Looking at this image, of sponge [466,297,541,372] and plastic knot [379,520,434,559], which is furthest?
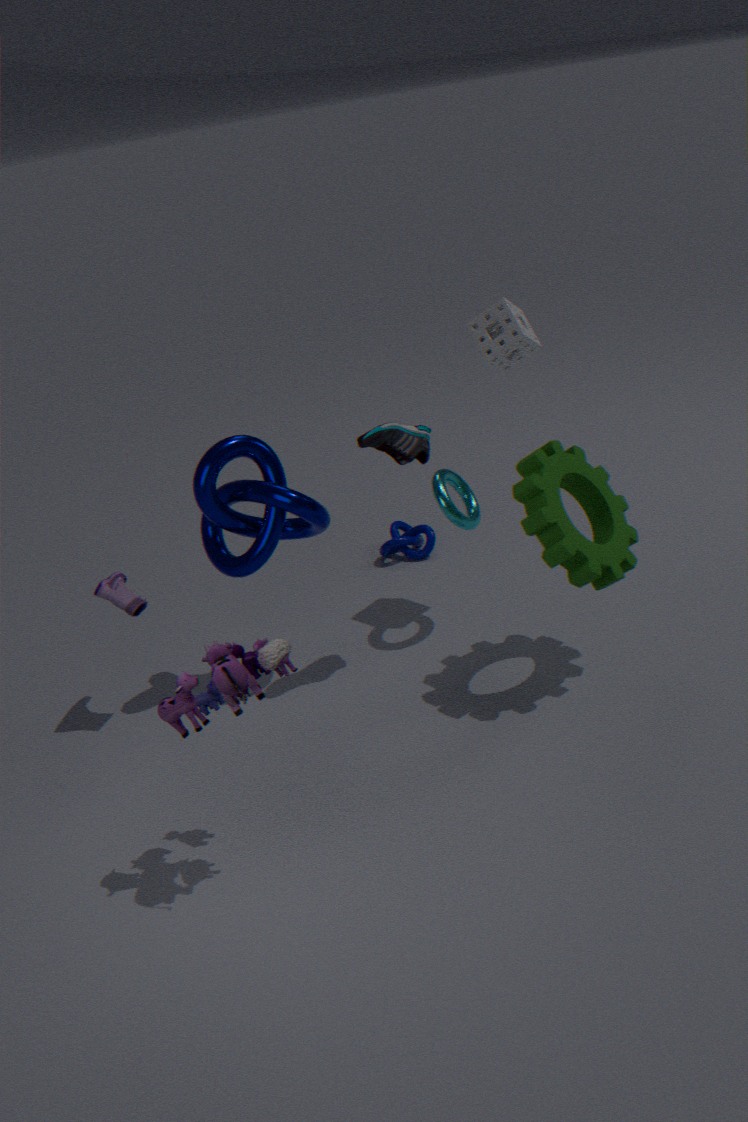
plastic knot [379,520,434,559]
